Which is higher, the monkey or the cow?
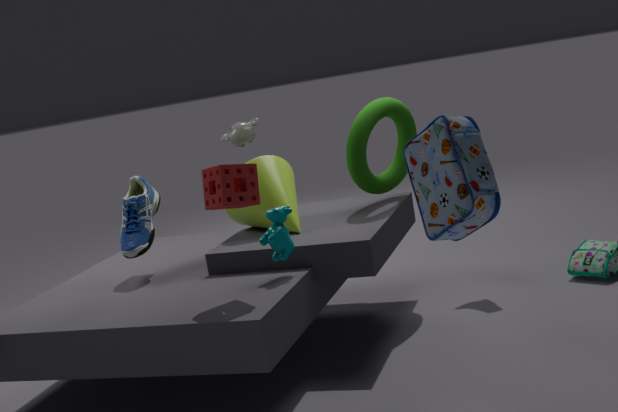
the monkey
